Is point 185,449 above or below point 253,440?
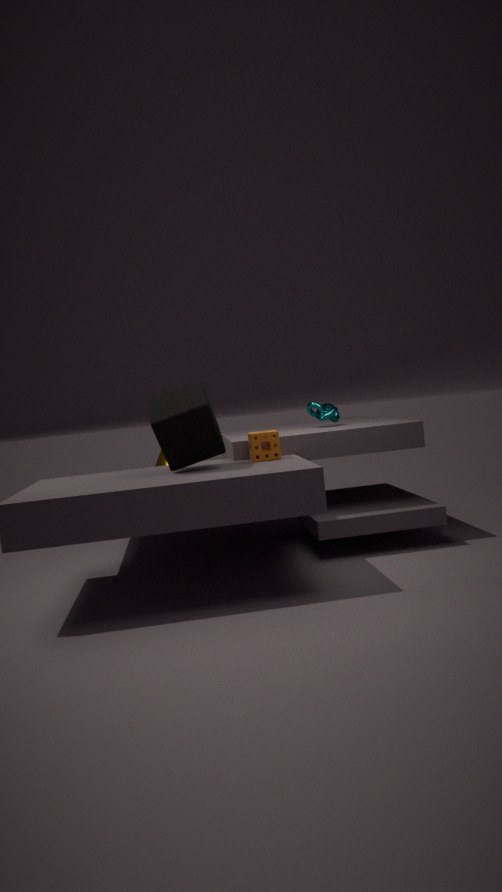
above
